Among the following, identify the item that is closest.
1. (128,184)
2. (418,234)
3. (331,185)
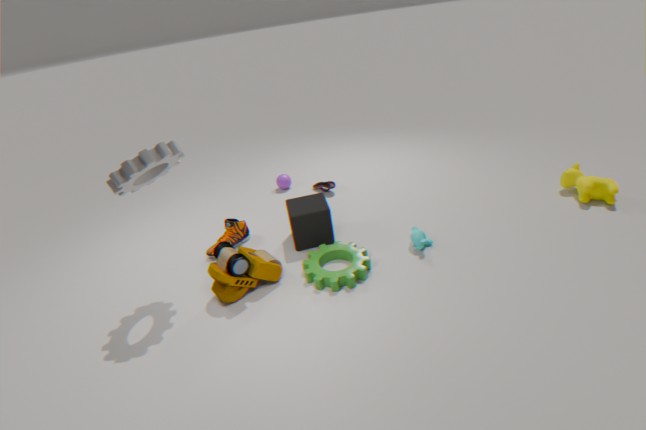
(128,184)
